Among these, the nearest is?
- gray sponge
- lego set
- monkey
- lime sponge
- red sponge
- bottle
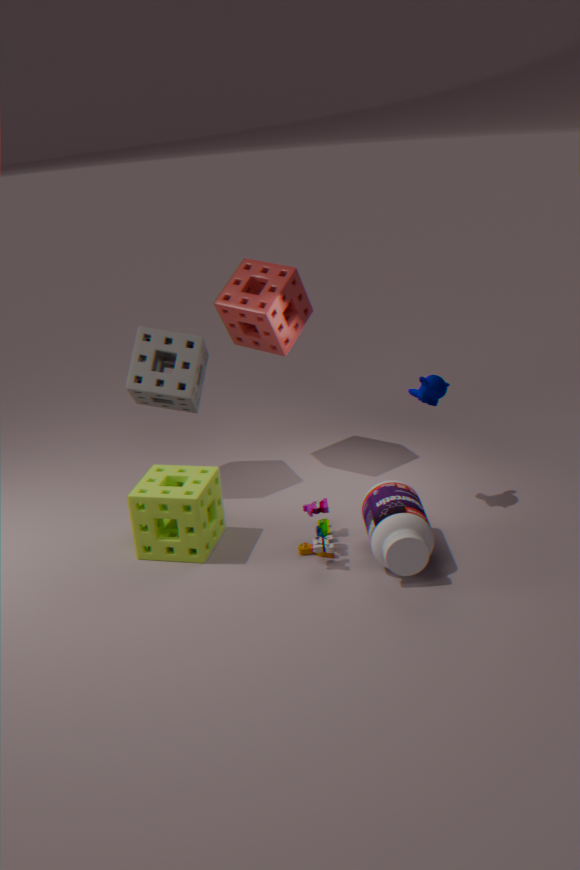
bottle
